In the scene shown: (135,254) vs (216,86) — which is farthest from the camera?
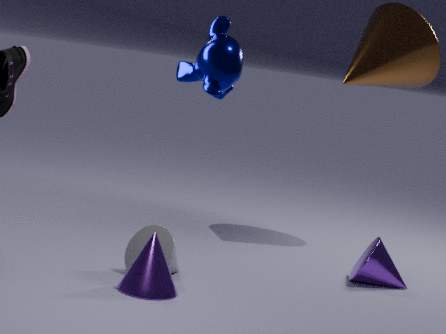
(135,254)
